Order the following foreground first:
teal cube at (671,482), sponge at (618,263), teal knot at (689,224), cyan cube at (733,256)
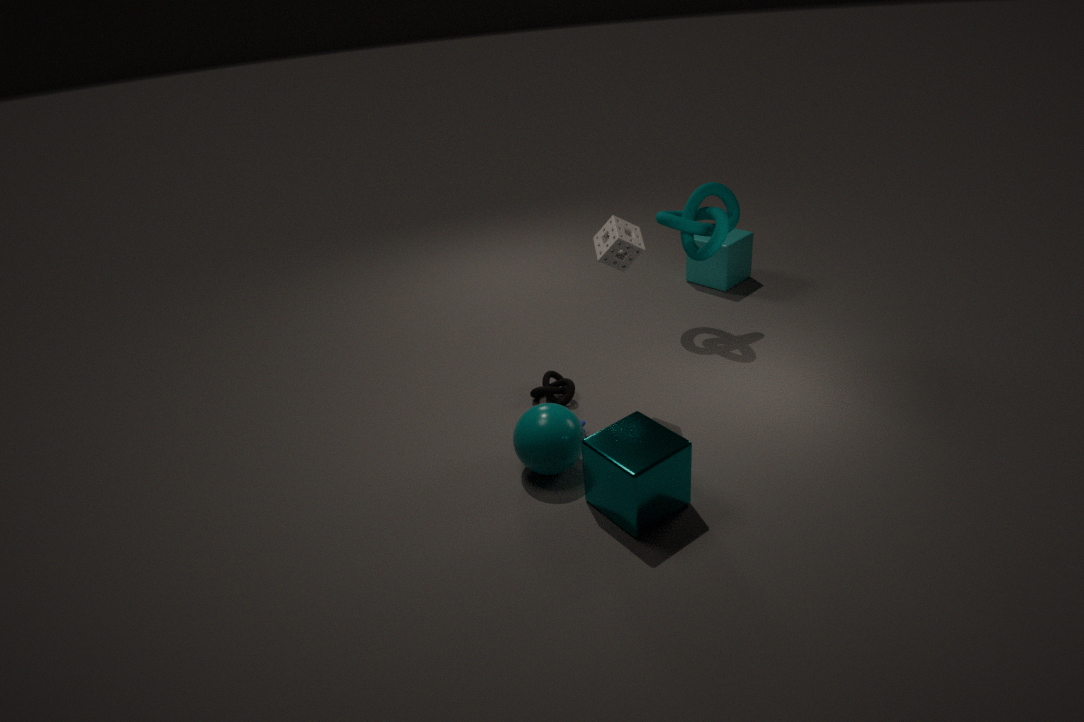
1. teal cube at (671,482)
2. sponge at (618,263)
3. teal knot at (689,224)
4. cyan cube at (733,256)
